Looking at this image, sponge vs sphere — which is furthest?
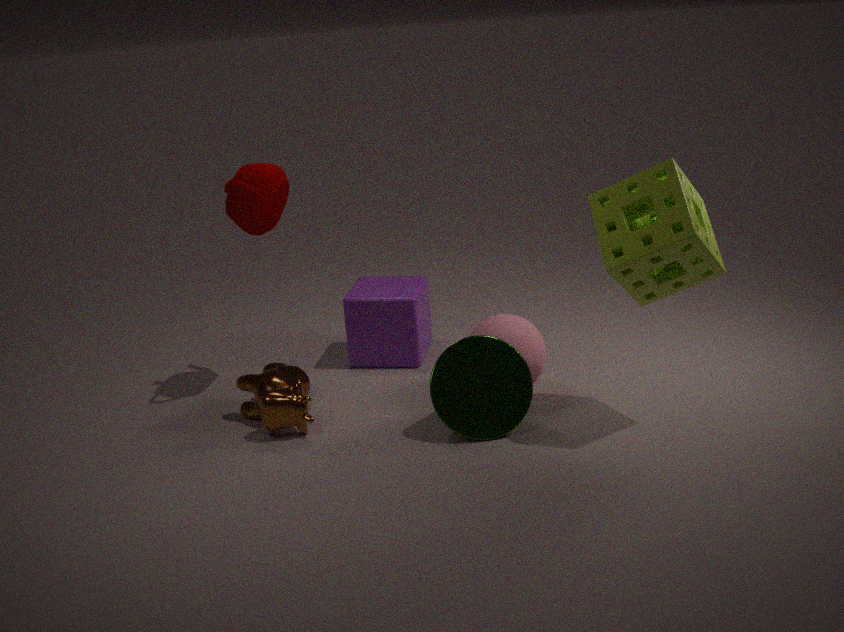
sphere
